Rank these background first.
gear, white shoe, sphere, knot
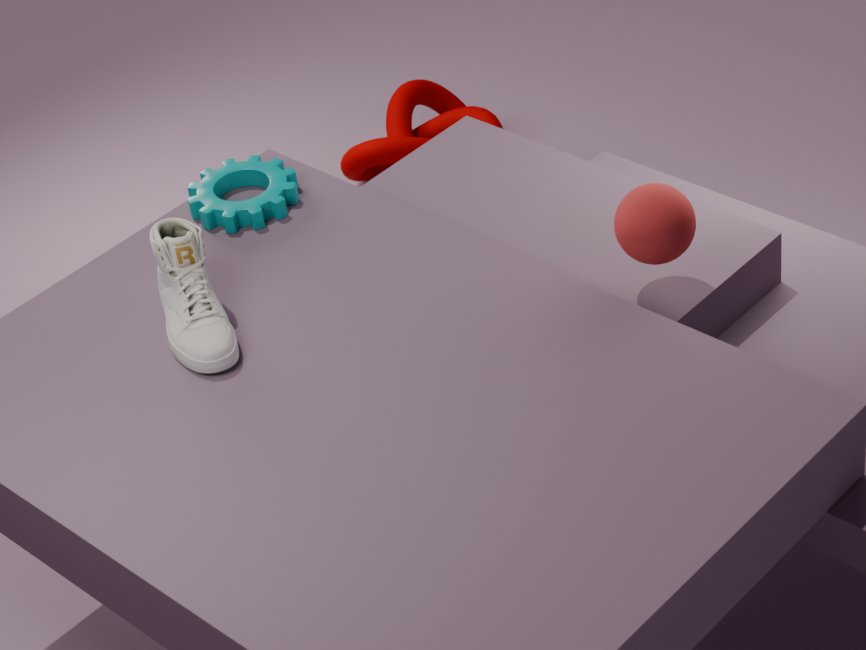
knot
gear
white shoe
sphere
